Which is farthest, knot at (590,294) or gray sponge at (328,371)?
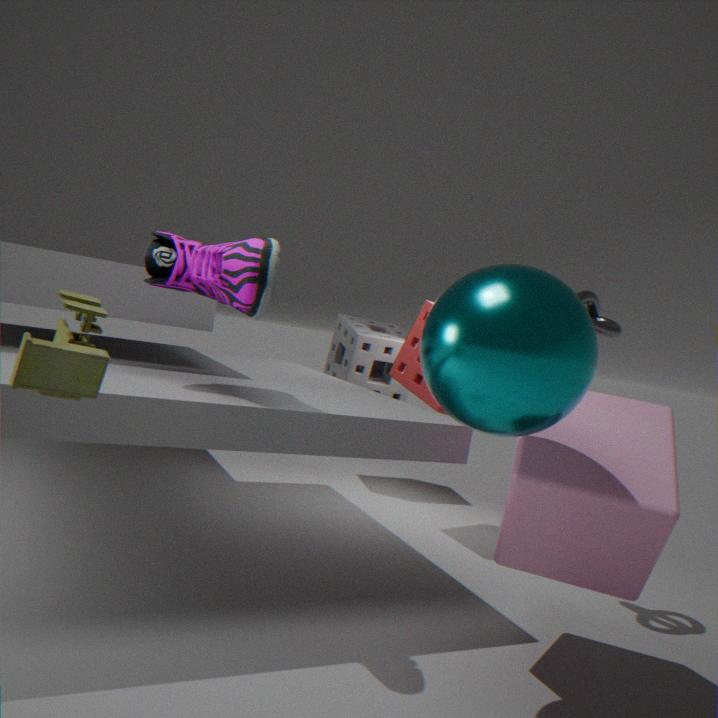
gray sponge at (328,371)
